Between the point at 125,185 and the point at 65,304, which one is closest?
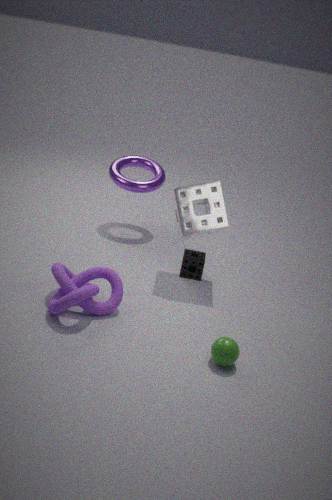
the point at 65,304
